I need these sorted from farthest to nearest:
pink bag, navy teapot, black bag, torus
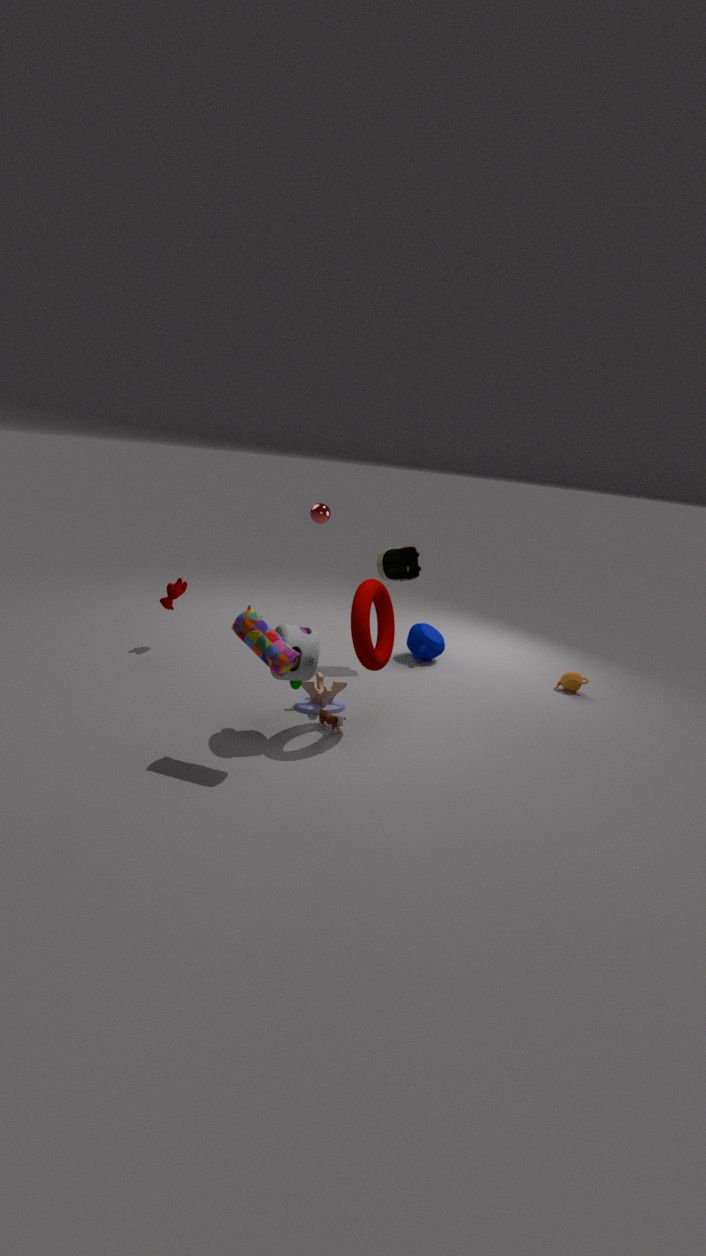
navy teapot < black bag < torus < pink bag
